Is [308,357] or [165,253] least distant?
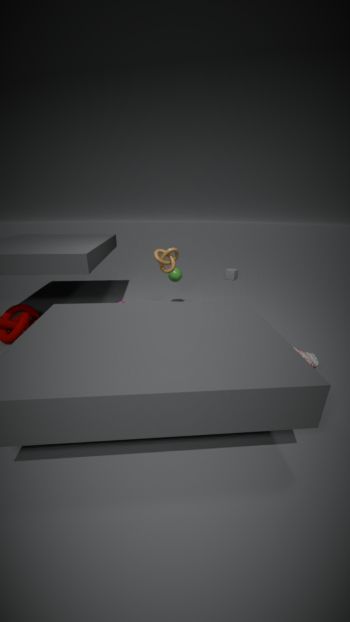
[308,357]
